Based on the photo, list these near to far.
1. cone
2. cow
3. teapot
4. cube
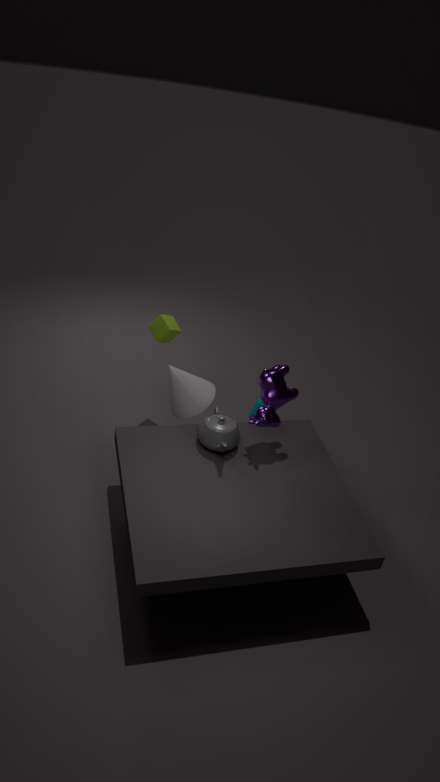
teapot → cow → cone → cube
